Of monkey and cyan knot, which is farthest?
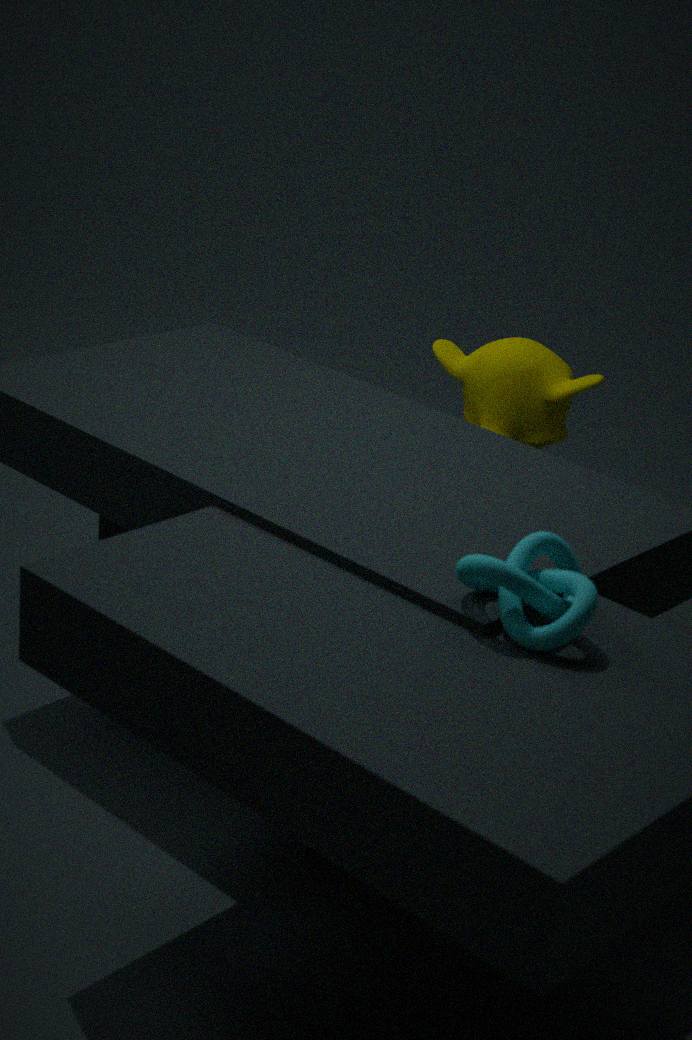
monkey
